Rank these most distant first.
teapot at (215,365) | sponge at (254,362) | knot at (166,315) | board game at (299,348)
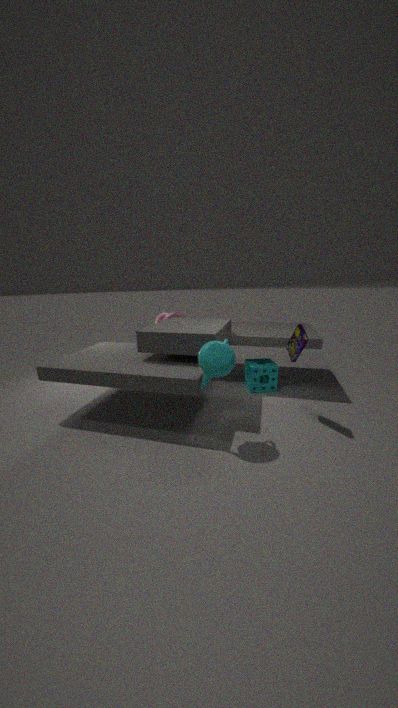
knot at (166,315) < sponge at (254,362) < board game at (299,348) < teapot at (215,365)
